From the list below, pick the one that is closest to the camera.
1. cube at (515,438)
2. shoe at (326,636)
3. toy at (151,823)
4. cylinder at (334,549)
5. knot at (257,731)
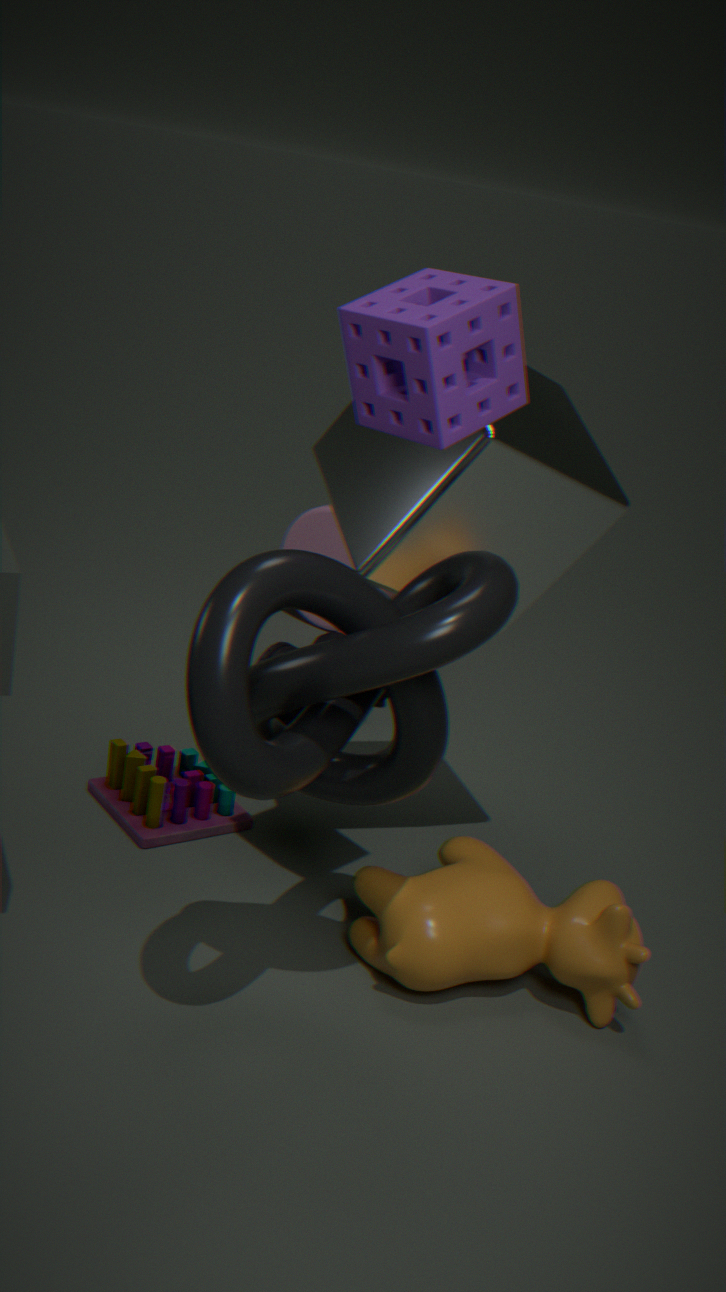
knot at (257,731)
